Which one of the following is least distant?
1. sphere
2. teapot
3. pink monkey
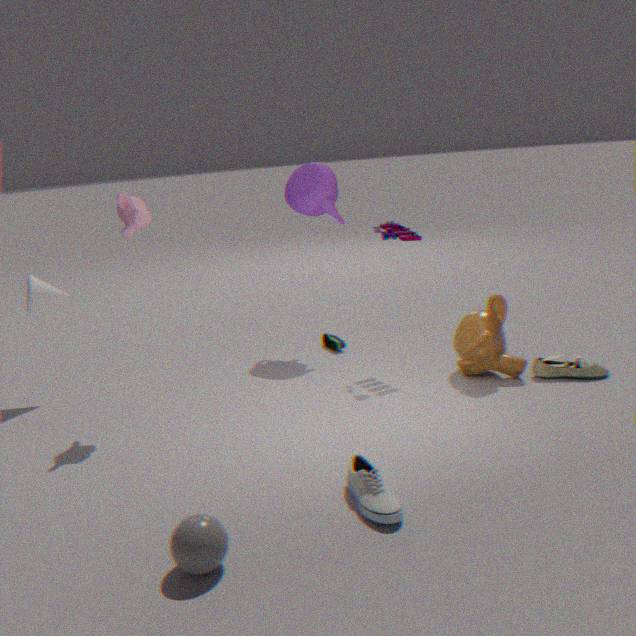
sphere
